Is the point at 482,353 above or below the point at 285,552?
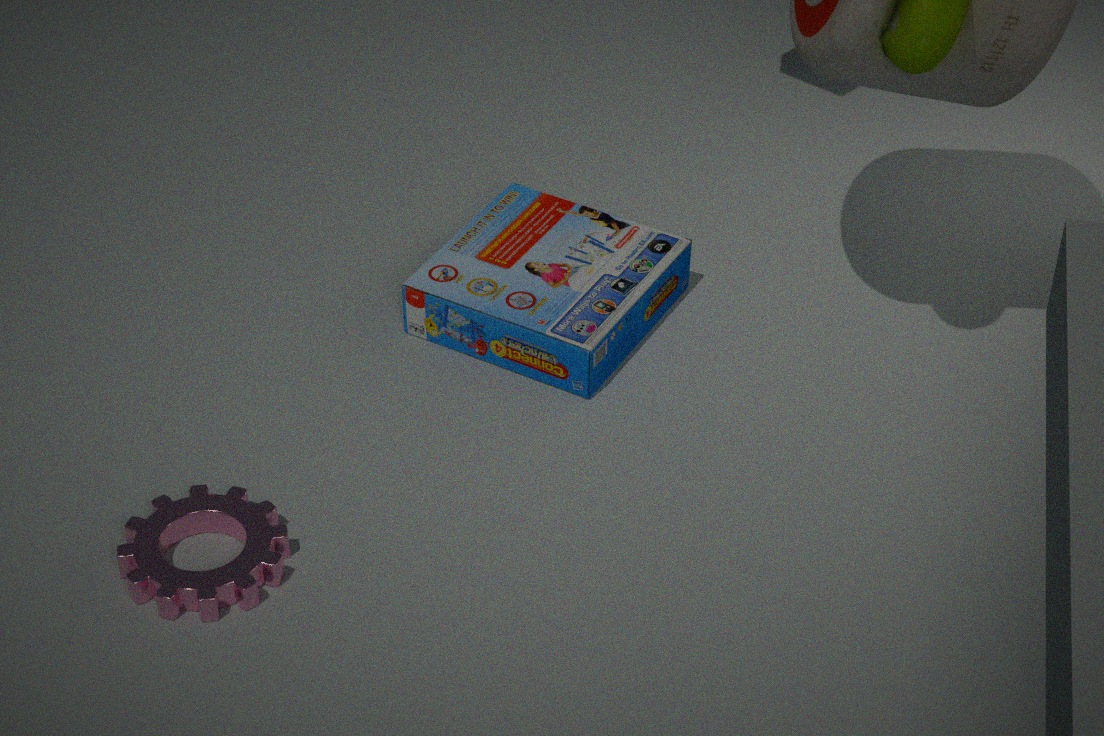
above
